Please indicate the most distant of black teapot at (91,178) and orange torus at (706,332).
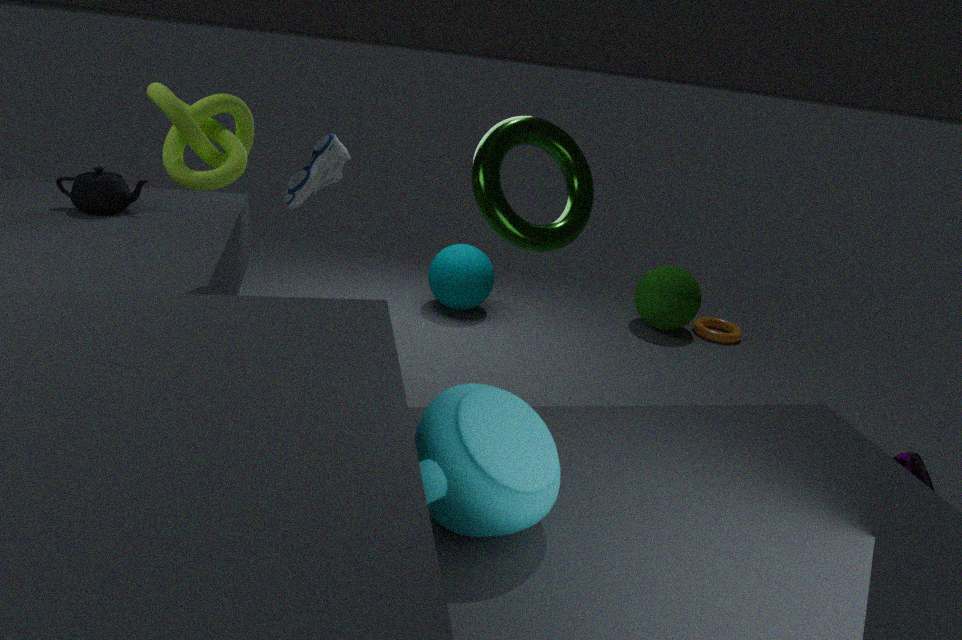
orange torus at (706,332)
